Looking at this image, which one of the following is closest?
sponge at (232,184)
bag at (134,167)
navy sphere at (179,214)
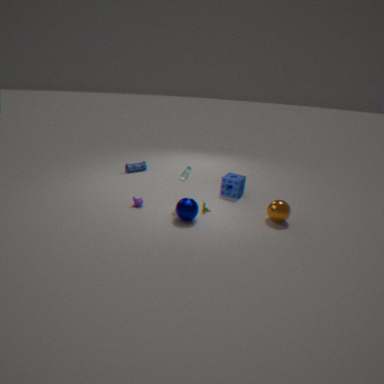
navy sphere at (179,214)
